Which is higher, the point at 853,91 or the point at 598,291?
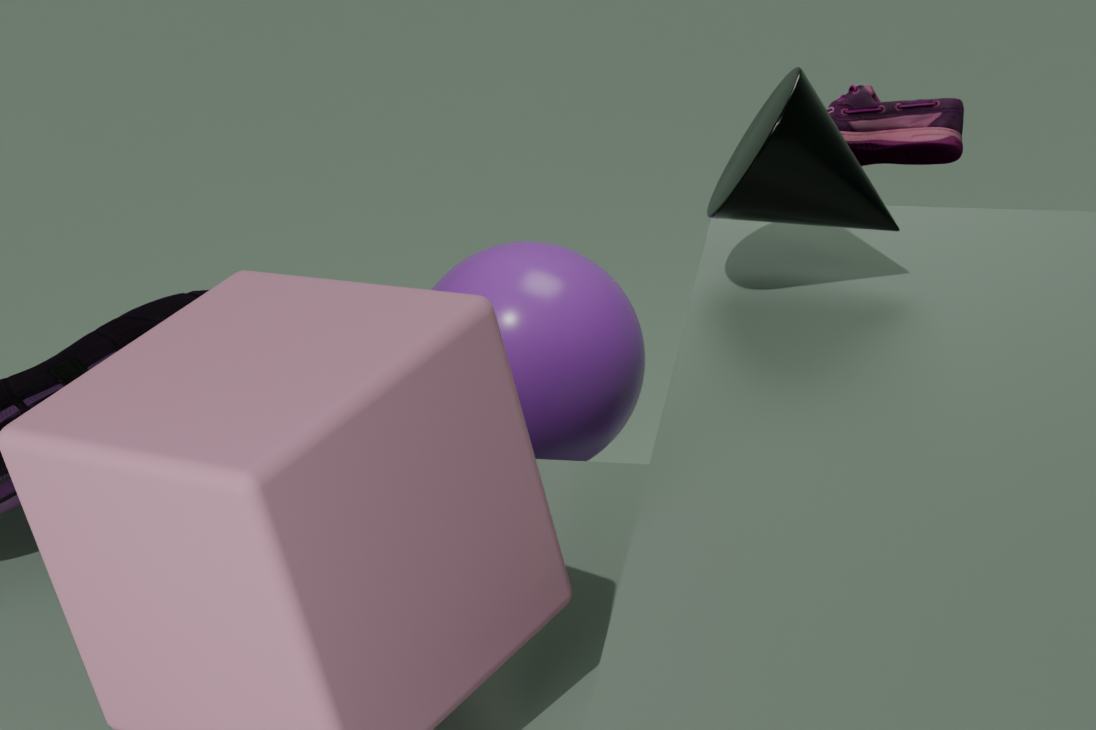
the point at 853,91
